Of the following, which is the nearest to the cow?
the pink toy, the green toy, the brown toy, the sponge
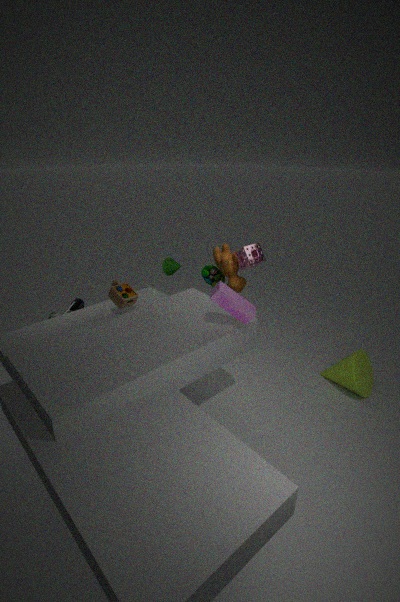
the green toy
